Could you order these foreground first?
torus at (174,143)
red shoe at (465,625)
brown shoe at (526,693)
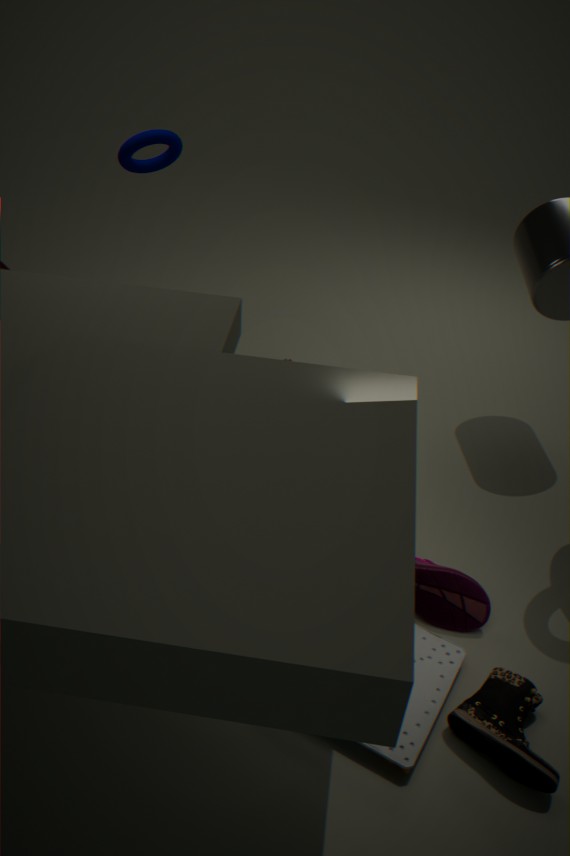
brown shoe at (526,693)
red shoe at (465,625)
torus at (174,143)
